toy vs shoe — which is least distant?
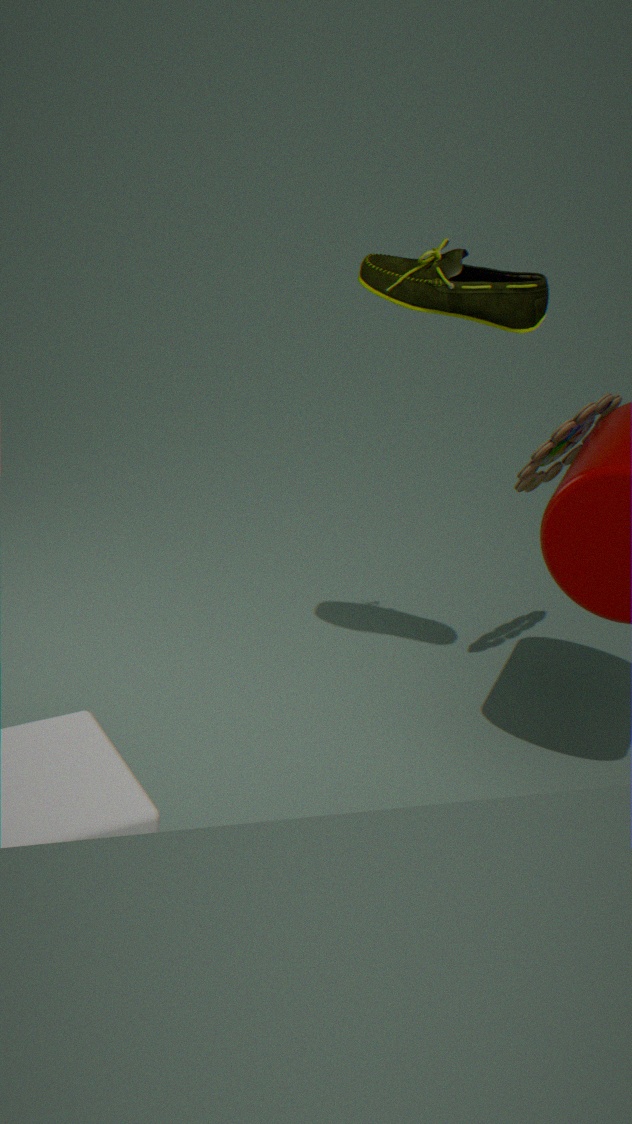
shoe
